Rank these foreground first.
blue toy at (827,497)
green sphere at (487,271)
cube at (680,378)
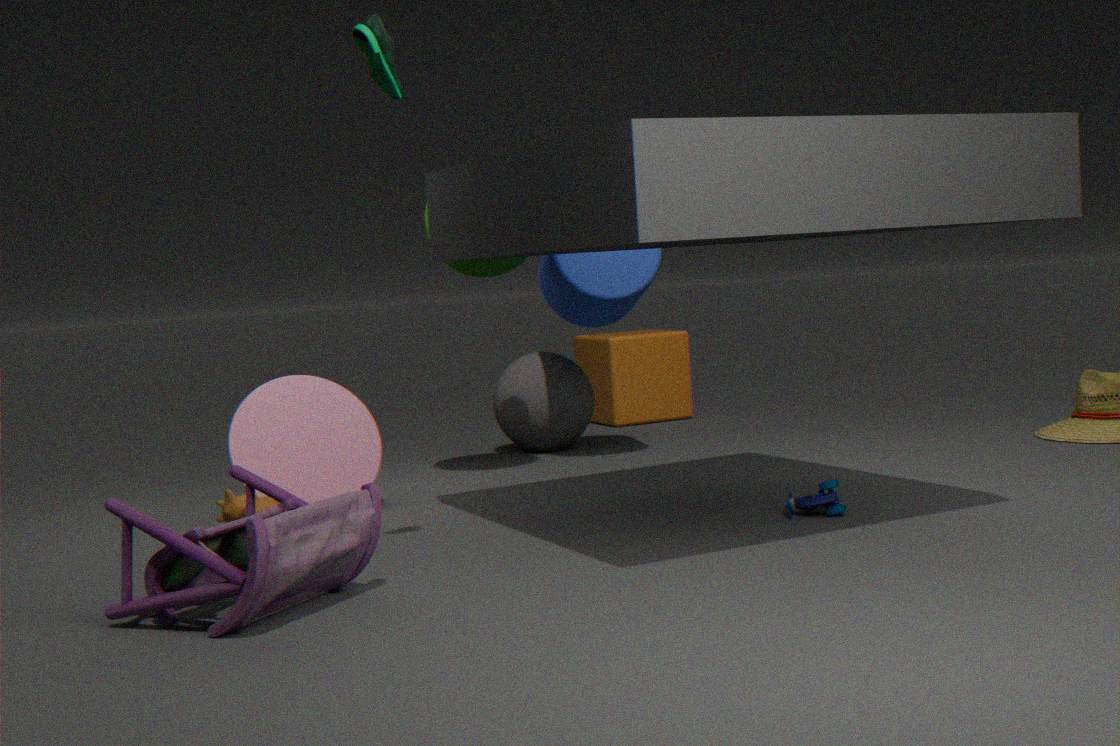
blue toy at (827,497), green sphere at (487,271), cube at (680,378)
